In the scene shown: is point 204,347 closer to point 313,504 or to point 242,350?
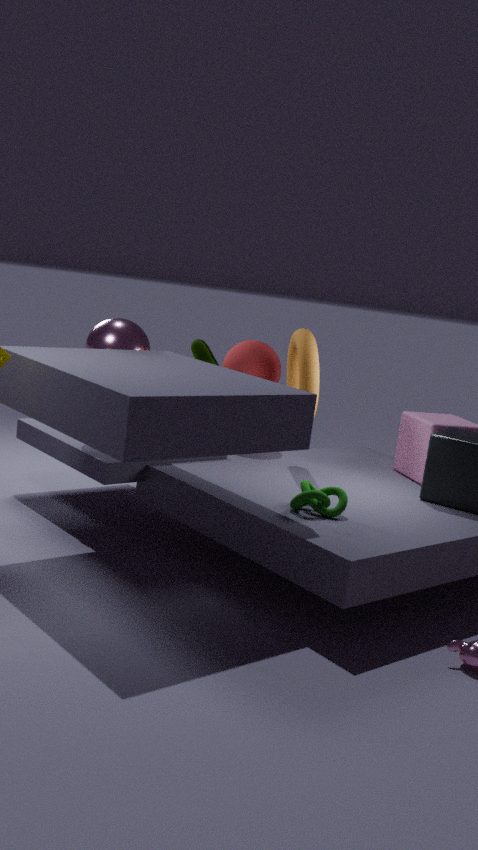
point 242,350
